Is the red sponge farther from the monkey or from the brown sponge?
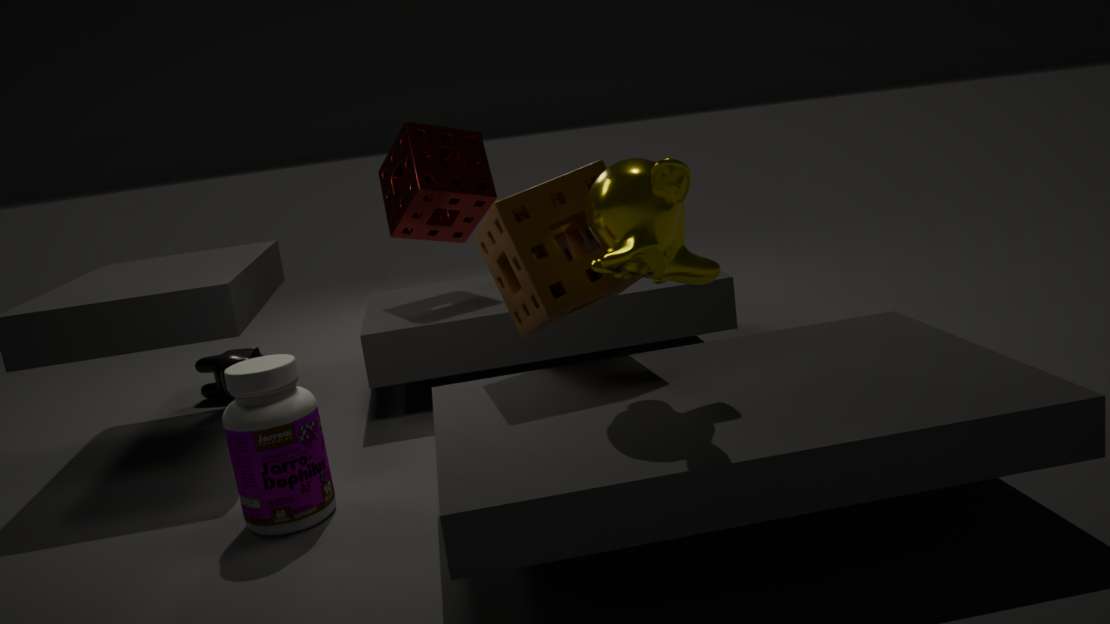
the monkey
